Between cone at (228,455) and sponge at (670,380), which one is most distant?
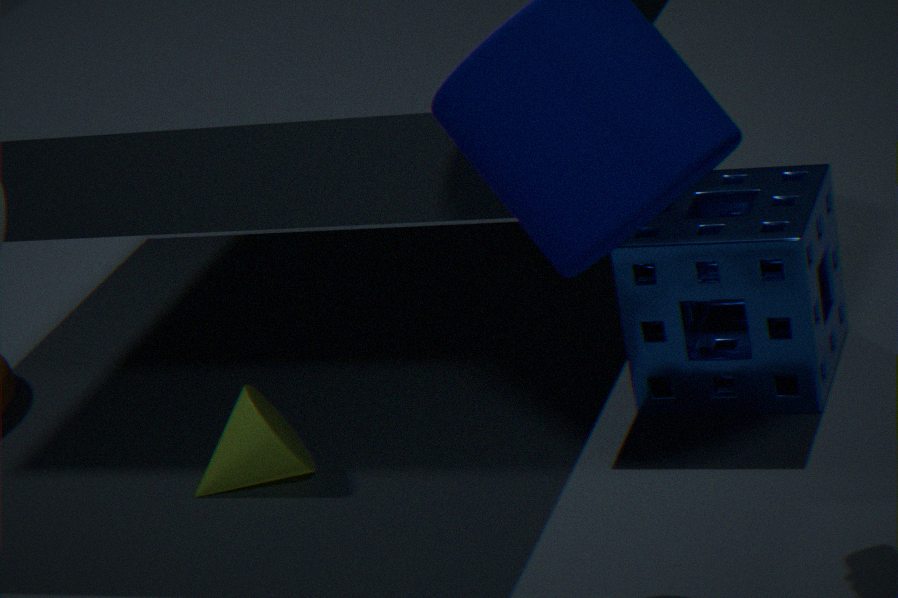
cone at (228,455)
